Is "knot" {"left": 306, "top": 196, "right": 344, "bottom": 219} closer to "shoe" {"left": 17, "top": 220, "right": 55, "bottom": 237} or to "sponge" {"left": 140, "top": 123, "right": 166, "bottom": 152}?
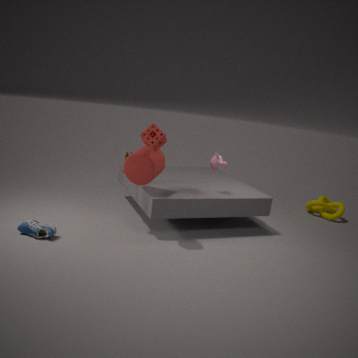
"sponge" {"left": 140, "top": 123, "right": 166, "bottom": 152}
